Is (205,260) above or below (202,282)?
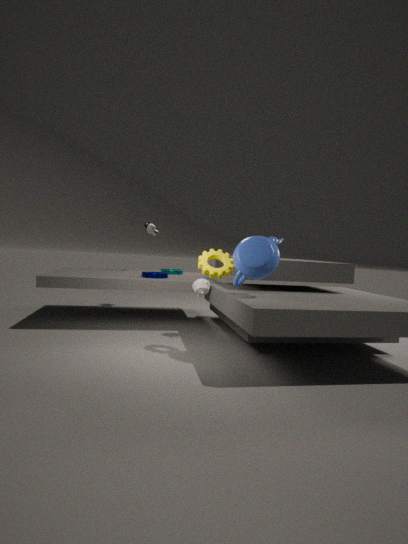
above
